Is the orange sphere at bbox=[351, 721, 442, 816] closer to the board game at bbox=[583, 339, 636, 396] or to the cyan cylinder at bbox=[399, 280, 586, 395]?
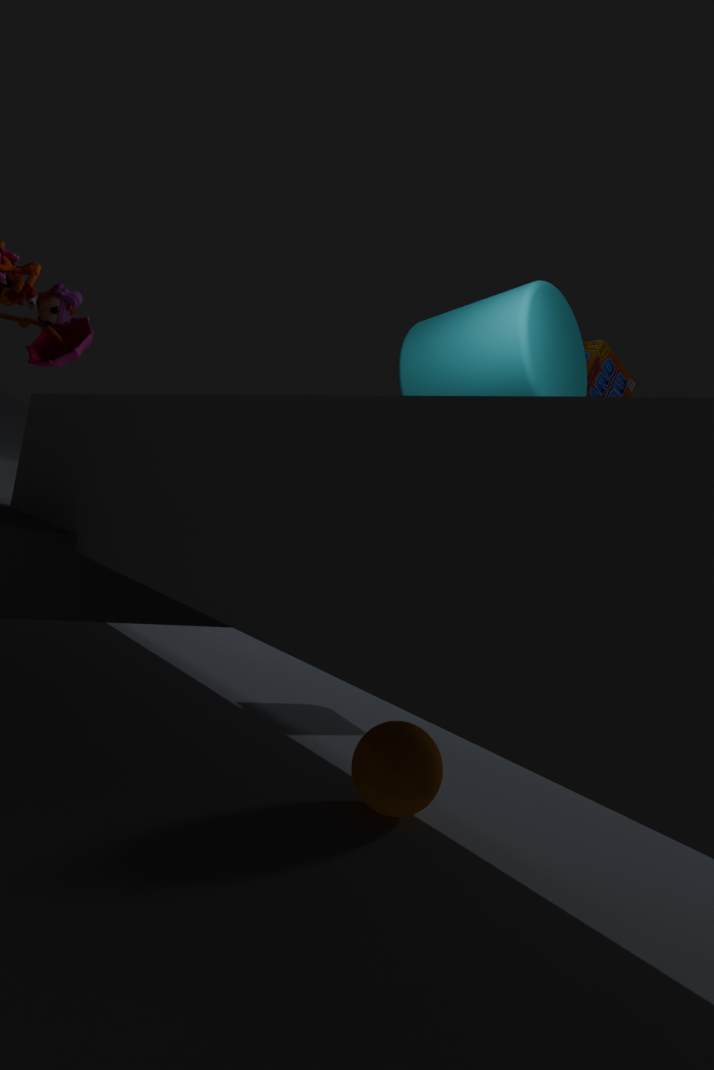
the cyan cylinder at bbox=[399, 280, 586, 395]
